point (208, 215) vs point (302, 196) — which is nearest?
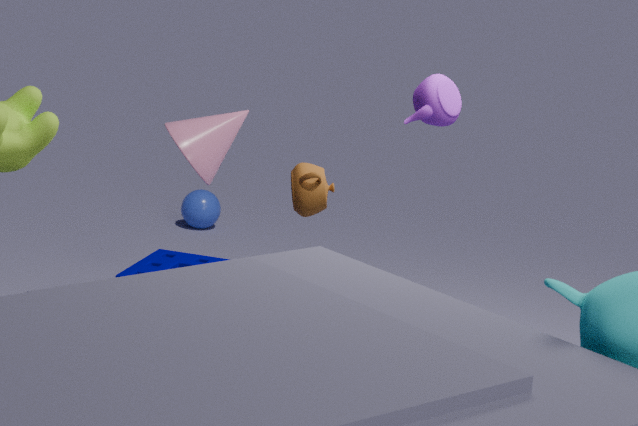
point (302, 196)
